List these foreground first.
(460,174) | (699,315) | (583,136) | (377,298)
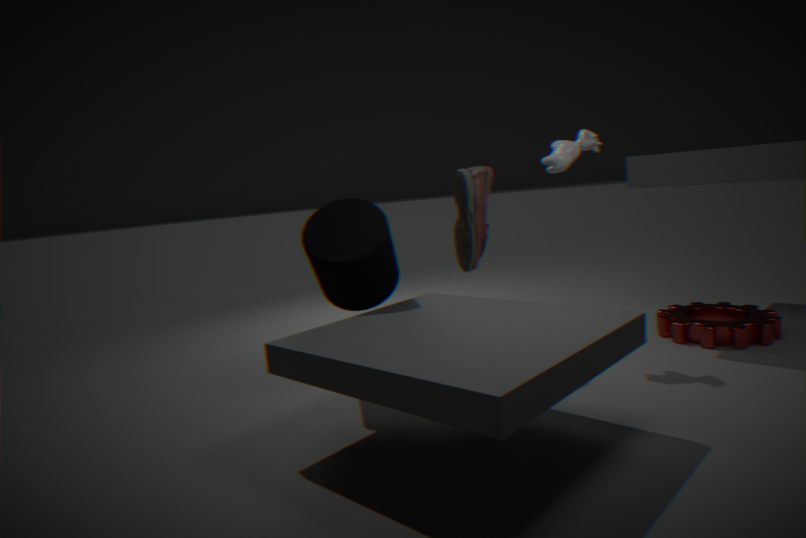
(377,298) → (583,136) → (460,174) → (699,315)
